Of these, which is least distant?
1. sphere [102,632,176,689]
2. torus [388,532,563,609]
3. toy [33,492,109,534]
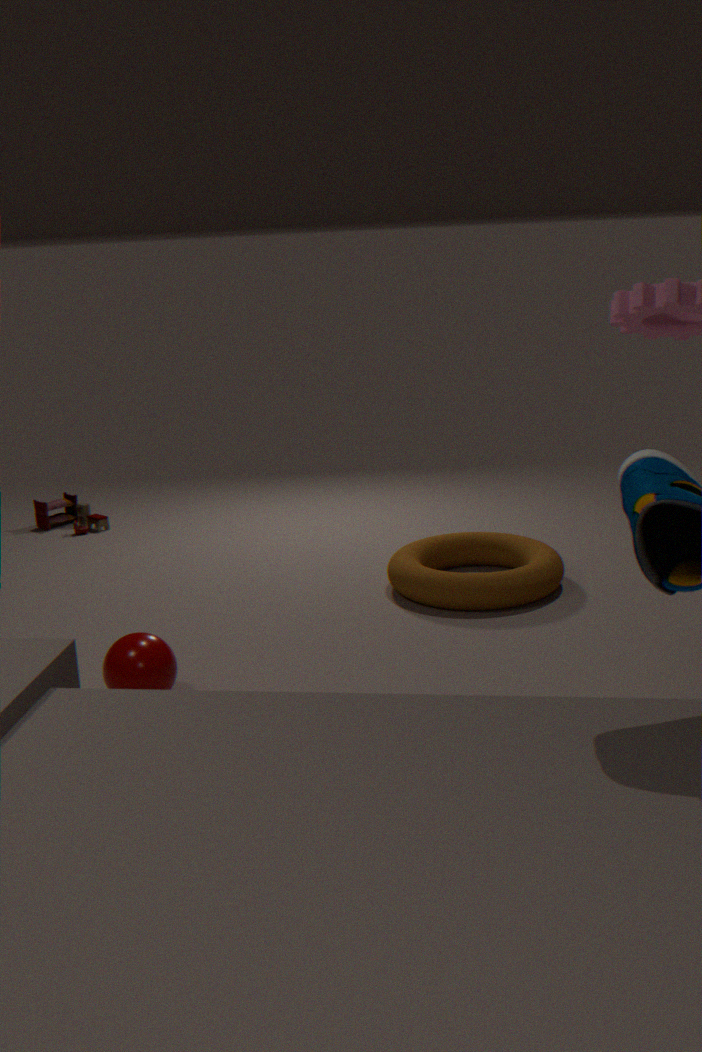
sphere [102,632,176,689]
